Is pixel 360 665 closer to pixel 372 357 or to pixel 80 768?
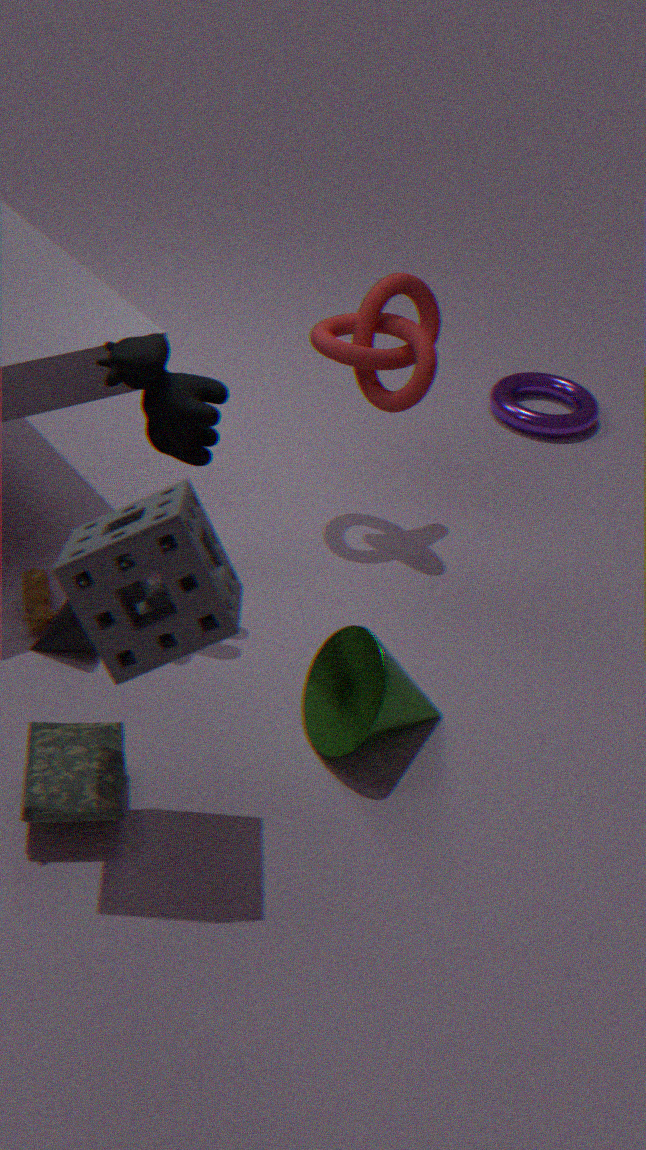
pixel 80 768
